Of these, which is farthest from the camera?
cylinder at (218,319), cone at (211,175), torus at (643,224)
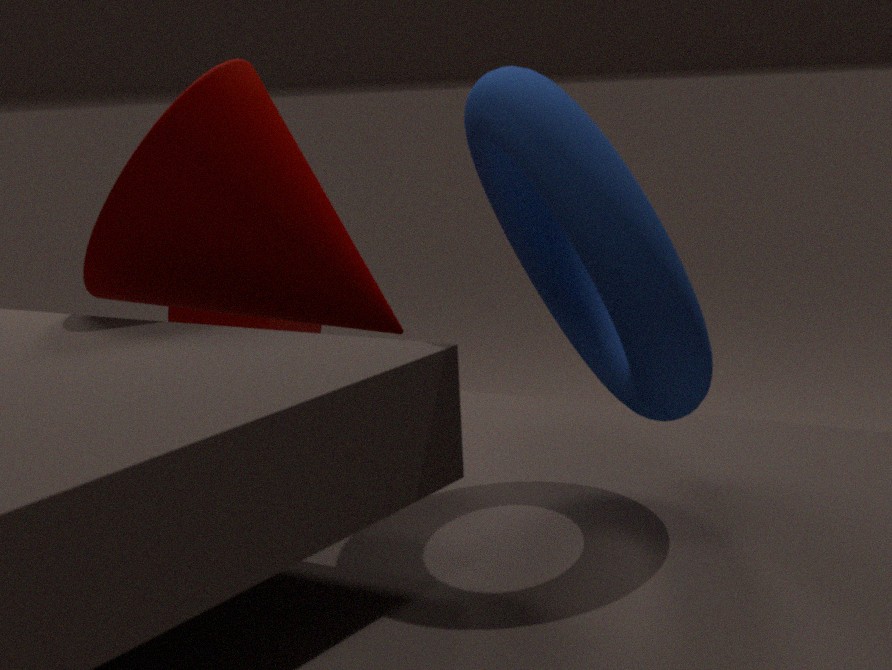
cylinder at (218,319)
